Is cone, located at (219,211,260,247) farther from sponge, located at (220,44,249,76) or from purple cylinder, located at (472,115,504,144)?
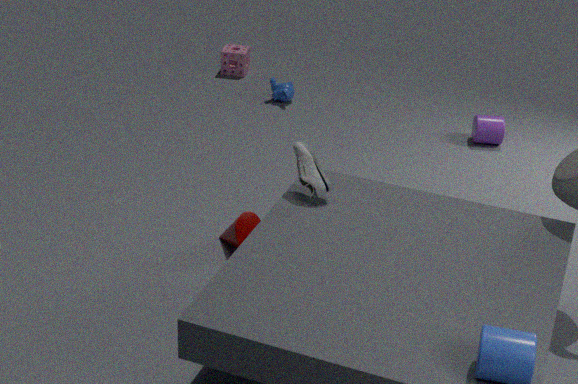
sponge, located at (220,44,249,76)
